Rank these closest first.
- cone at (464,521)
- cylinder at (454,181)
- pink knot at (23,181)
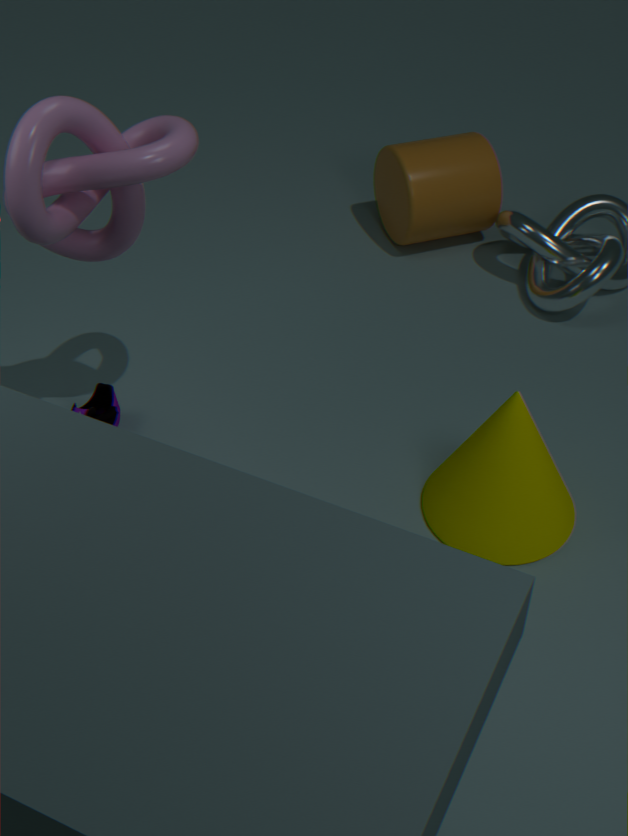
pink knot at (23,181) → cone at (464,521) → cylinder at (454,181)
